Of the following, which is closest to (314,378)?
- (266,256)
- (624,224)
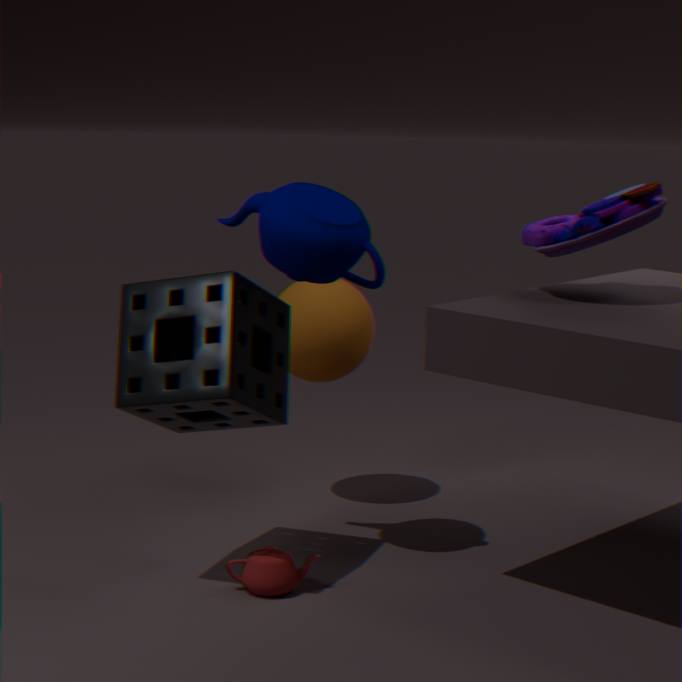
(266,256)
